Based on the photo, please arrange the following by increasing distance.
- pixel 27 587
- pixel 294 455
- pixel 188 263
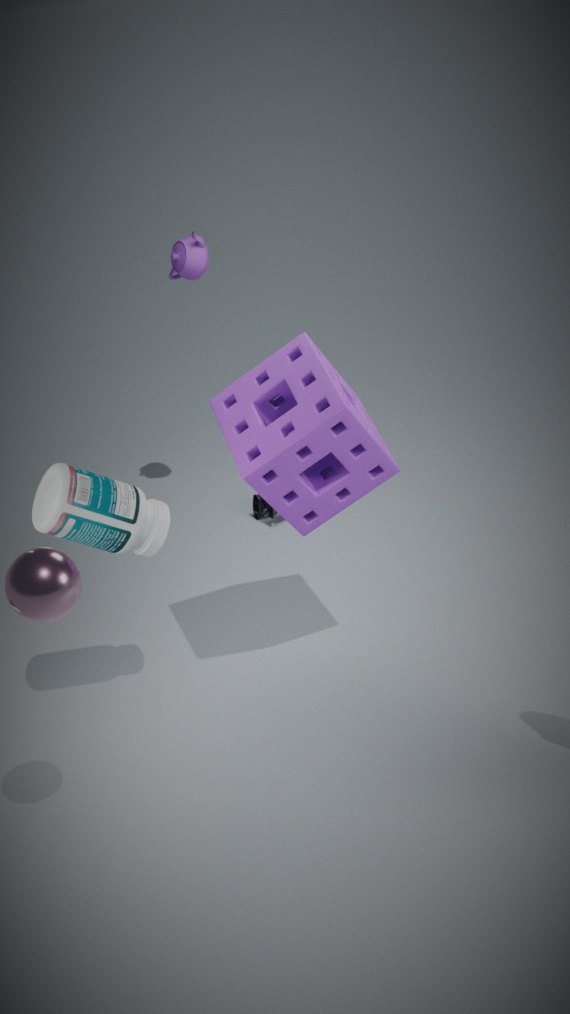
1. pixel 27 587
2. pixel 294 455
3. pixel 188 263
